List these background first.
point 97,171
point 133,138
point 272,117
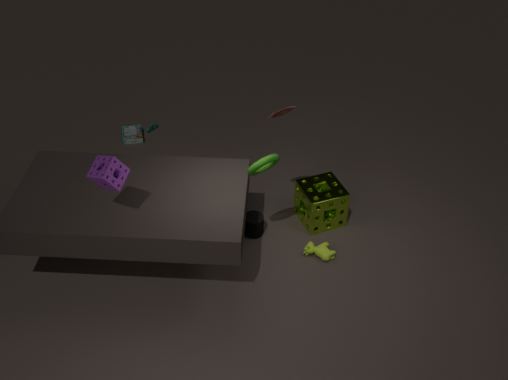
point 133,138 → point 272,117 → point 97,171
